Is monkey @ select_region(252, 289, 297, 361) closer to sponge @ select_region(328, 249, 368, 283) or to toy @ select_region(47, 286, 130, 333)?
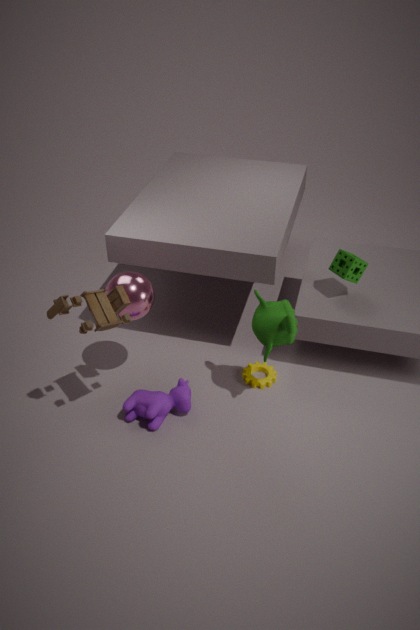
sponge @ select_region(328, 249, 368, 283)
